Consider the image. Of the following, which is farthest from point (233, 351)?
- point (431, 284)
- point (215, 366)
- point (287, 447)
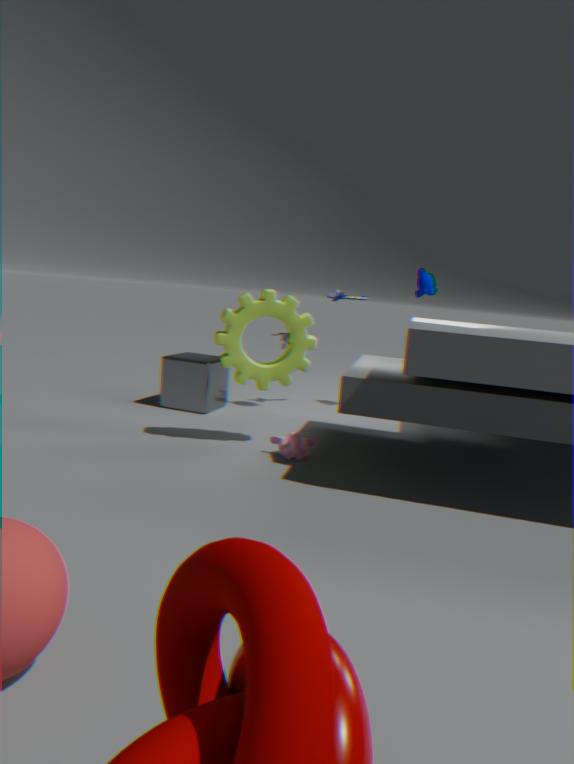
point (431, 284)
